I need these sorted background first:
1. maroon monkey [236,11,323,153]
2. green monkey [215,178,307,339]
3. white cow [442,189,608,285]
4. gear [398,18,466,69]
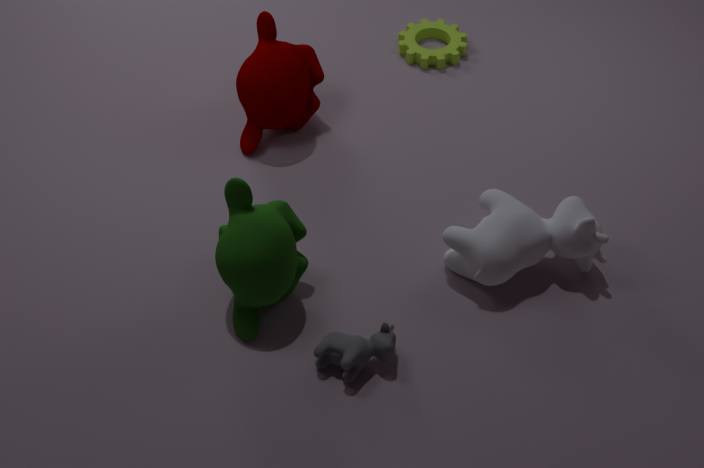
gear [398,18,466,69] → maroon monkey [236,11,323,153] → white cow [442,189,608,285] → green monkey [215,178,307,339]
